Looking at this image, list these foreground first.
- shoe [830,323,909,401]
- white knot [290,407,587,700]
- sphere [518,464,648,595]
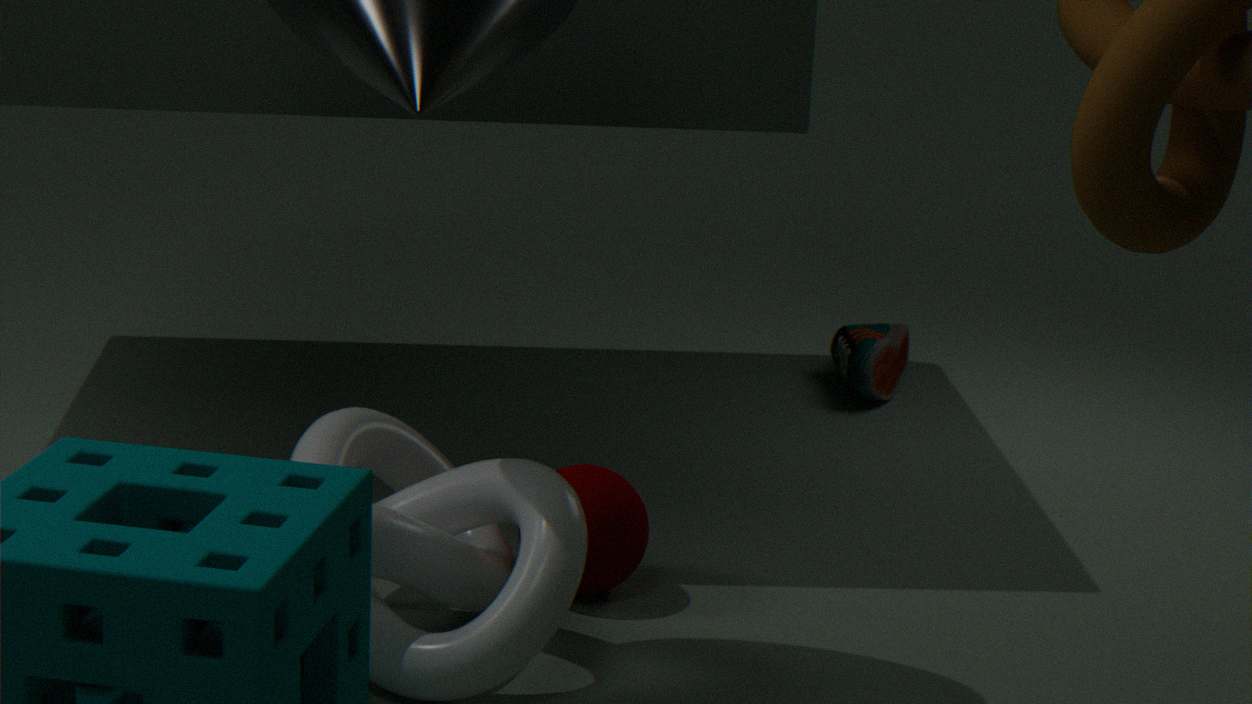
white knot [290,407,587,700], sphere [518,464,648,595], shoe [830,323,909,401]
